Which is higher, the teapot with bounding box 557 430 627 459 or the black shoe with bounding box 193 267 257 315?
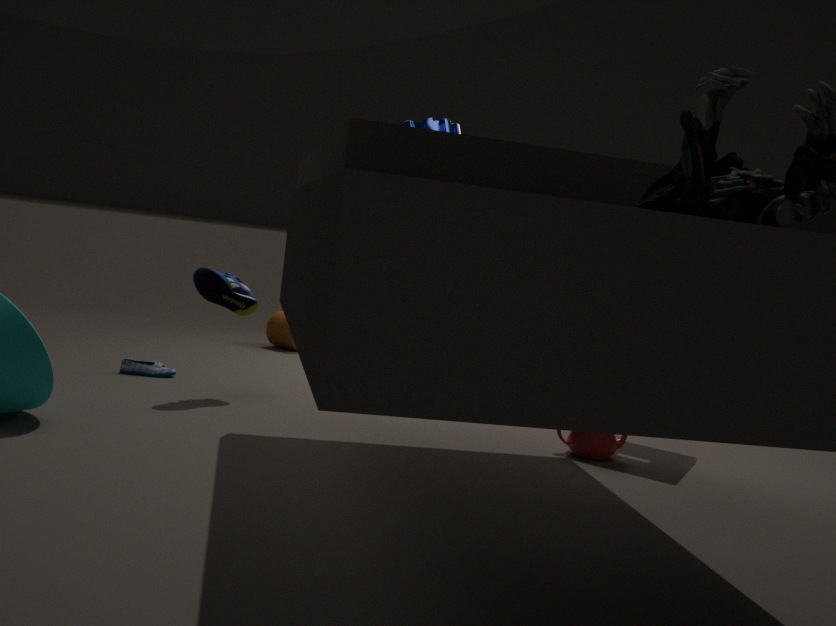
the black shoe with bounding box 193 267 257 315
